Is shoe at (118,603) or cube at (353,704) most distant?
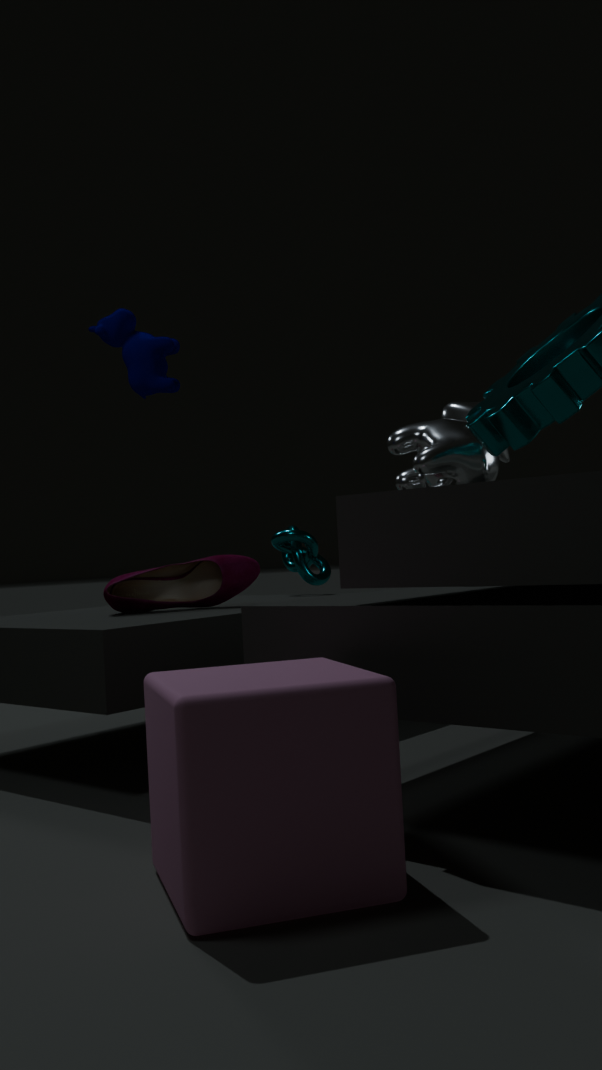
shoe at (118,603)
